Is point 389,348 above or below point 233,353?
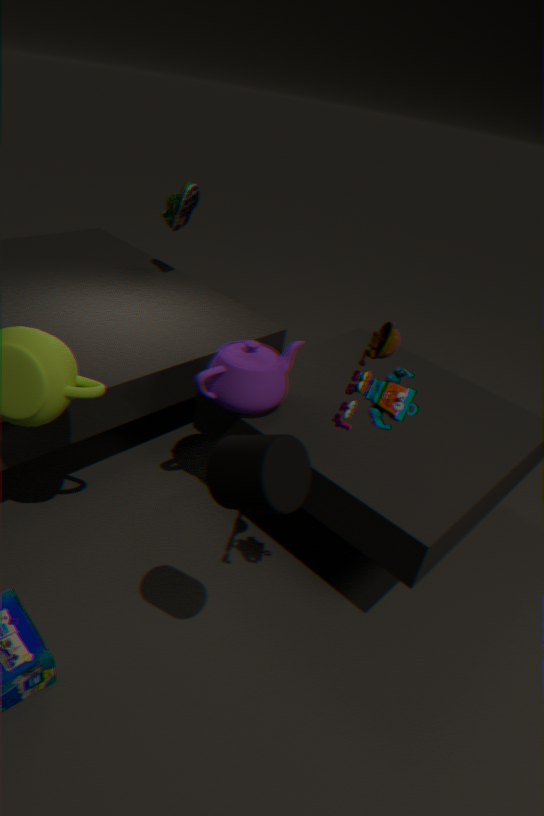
above
